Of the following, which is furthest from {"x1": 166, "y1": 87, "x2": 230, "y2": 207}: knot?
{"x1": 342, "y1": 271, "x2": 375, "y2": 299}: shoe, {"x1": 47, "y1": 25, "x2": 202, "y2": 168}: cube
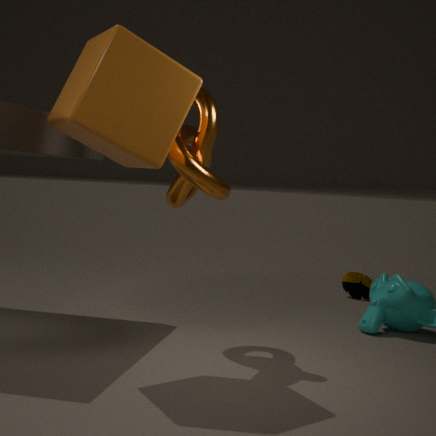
{"x1": 342, "y1": 271, "x2": 375, "y2": 299}: shoe
